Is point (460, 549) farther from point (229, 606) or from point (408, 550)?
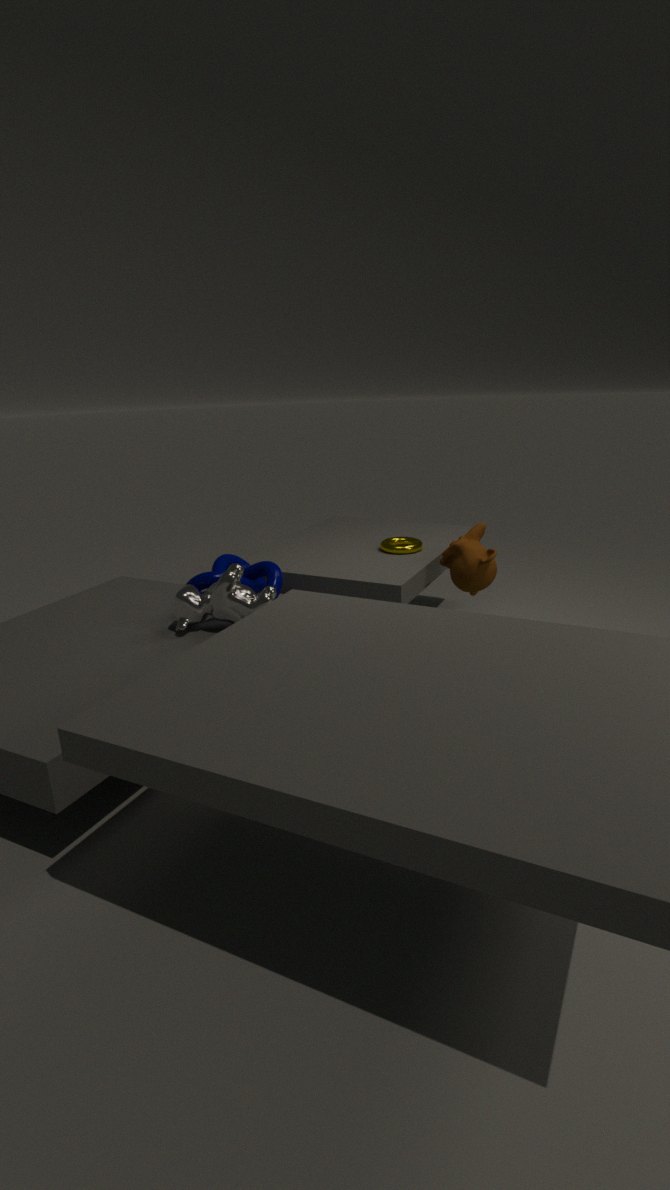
point (229, 606)
